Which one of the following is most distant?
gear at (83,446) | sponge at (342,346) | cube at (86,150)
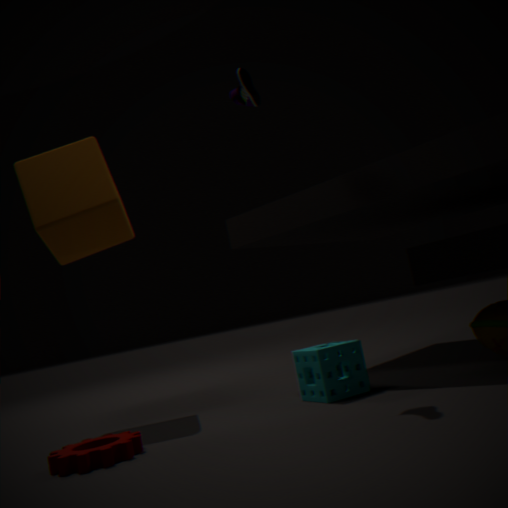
cube at (86,150)
